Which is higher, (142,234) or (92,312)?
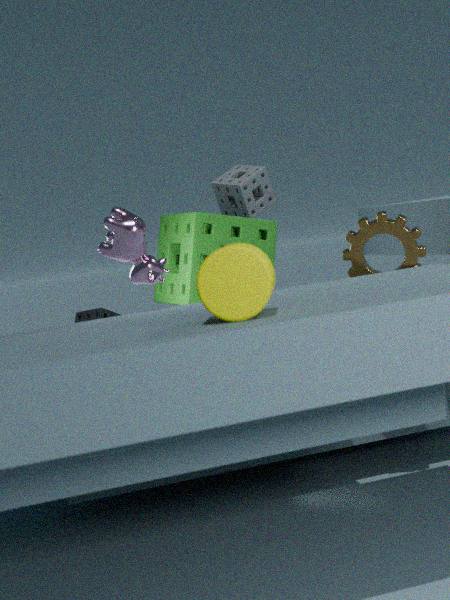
(142,234)
